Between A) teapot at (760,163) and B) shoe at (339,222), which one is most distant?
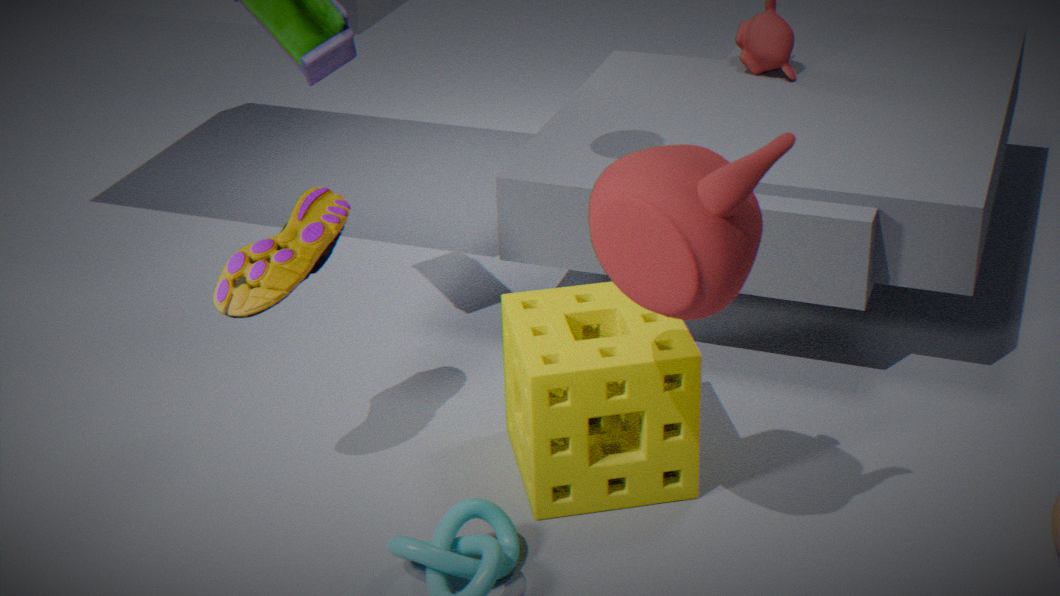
B. shoe at (339,222)
